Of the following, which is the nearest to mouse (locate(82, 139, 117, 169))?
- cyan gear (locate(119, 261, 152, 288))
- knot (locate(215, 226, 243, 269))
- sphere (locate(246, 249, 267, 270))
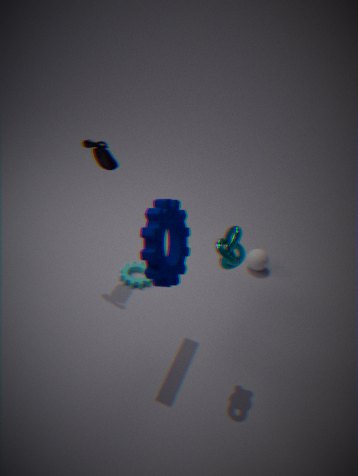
cyan gear (locate(119, 261, 152, 288))
